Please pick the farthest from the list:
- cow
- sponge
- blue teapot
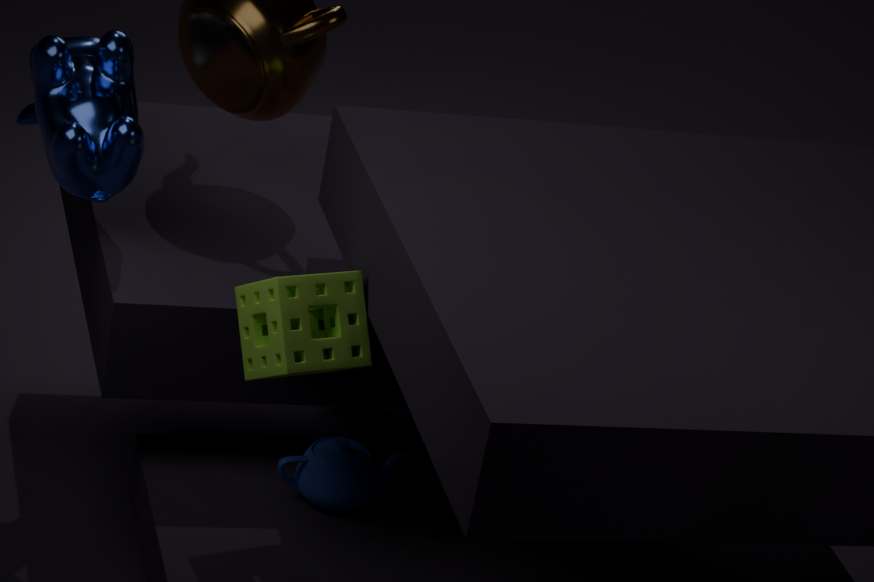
blue teapot
